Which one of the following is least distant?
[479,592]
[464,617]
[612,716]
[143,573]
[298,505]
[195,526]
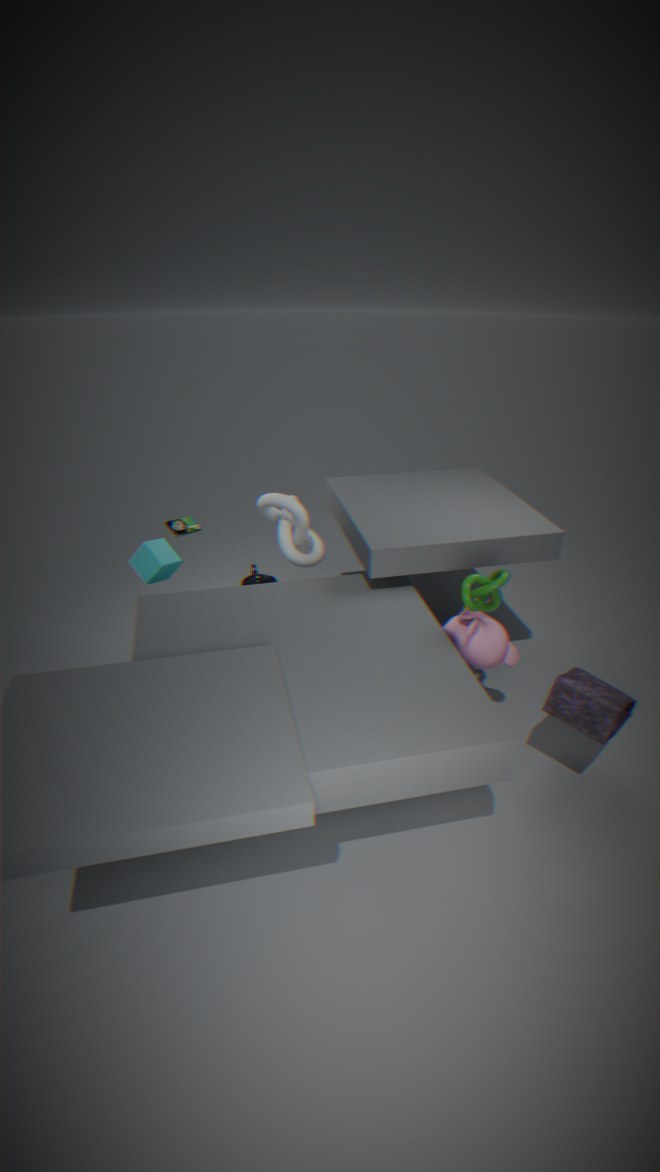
[612,716]
